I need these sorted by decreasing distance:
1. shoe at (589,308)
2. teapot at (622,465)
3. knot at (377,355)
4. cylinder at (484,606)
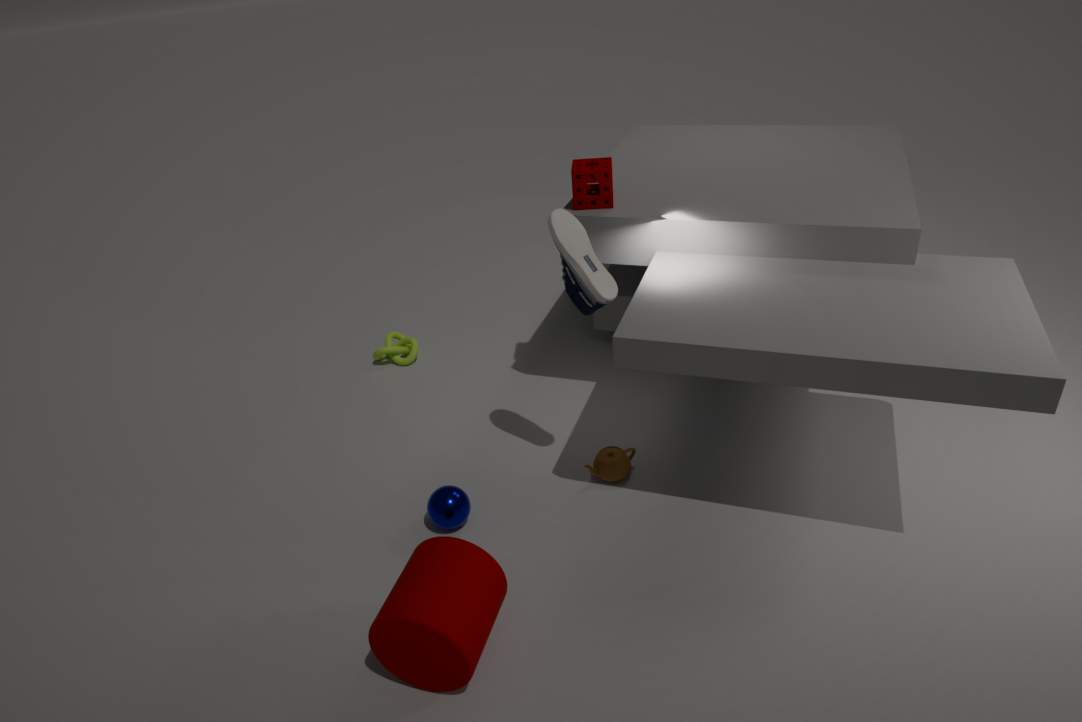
knot at (377,355), teapot at (622,465), shoe at (589,308), cylinder at (484,606)
